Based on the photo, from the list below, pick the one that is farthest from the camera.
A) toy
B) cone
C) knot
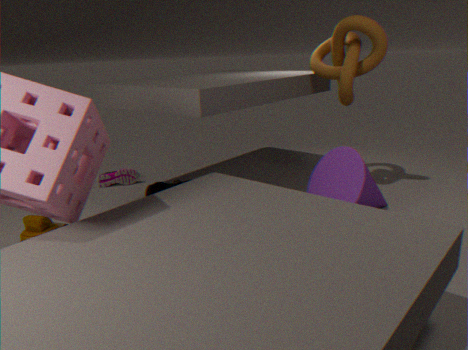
knot
